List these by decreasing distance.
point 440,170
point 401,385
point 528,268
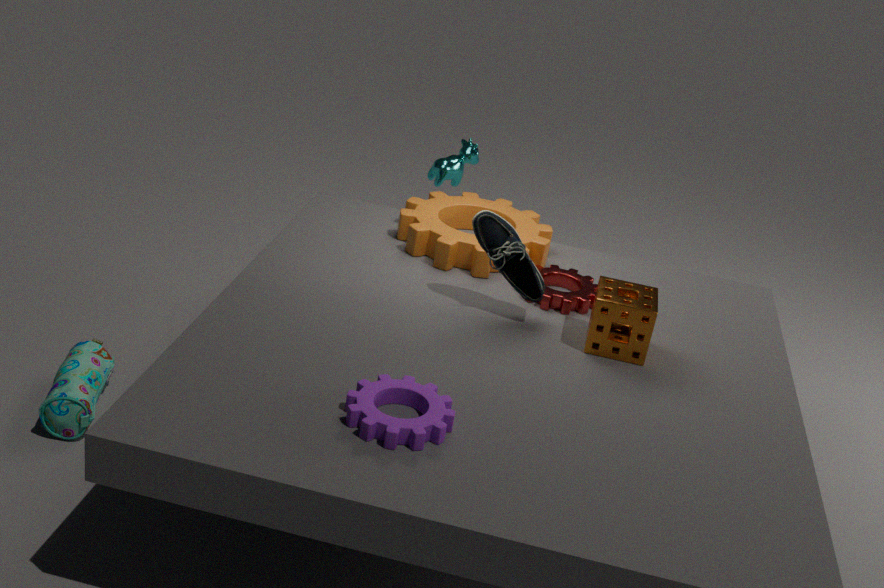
1. point 440,170
2. point 528,268
3. point 401,385
